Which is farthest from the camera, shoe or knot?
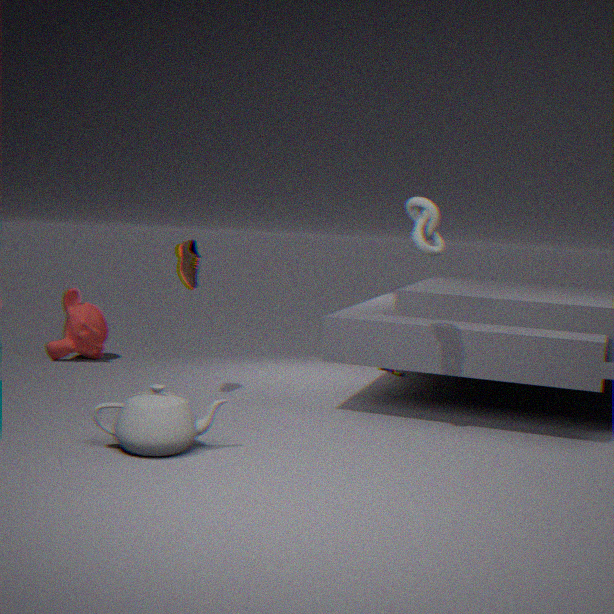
shoe
